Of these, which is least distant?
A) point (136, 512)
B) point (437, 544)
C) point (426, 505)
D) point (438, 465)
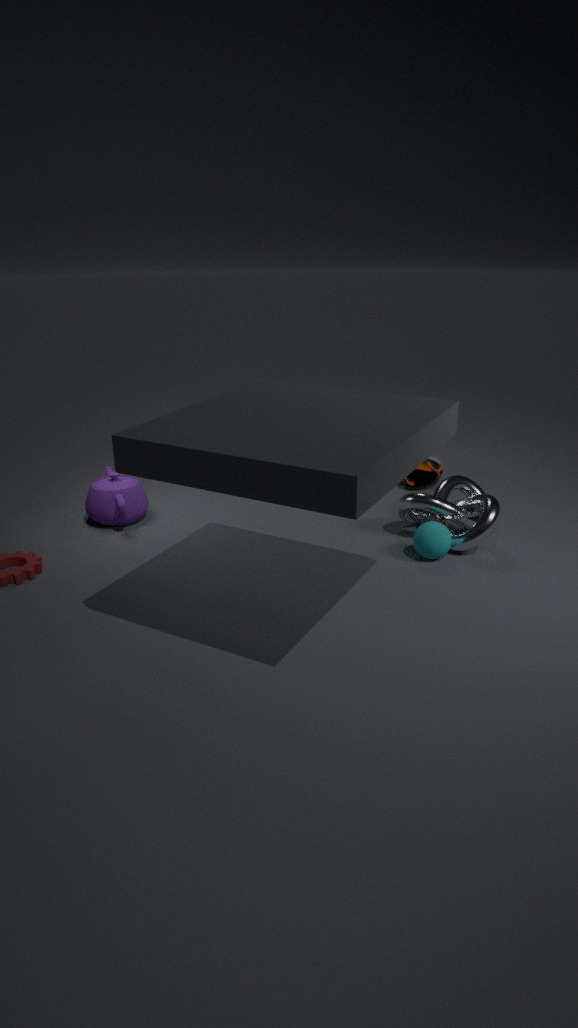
point (437, 544)
